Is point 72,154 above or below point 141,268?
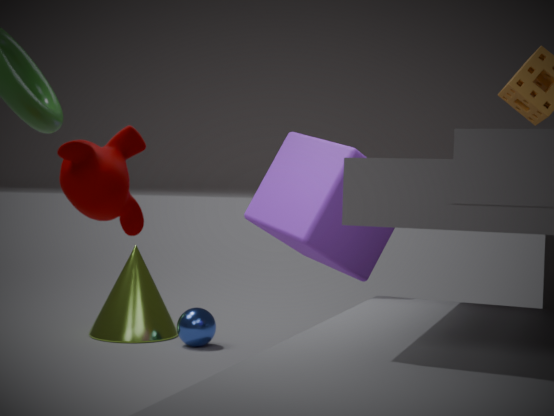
above
